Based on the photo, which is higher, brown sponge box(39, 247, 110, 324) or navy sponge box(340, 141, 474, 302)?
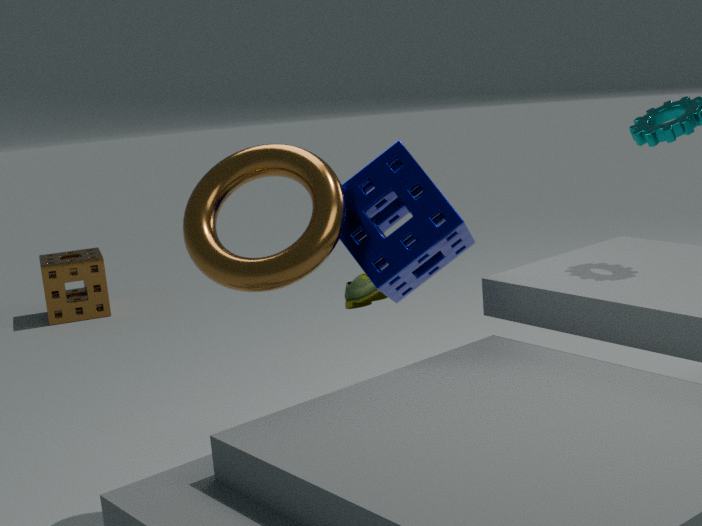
navy sponge box(340, 141, 474, 302)
